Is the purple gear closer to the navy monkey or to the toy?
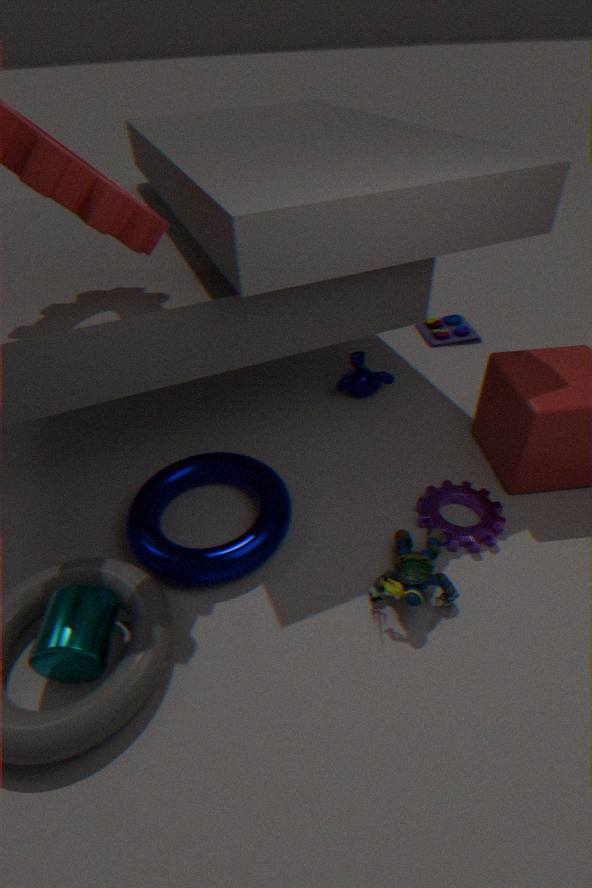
the navy monkey
